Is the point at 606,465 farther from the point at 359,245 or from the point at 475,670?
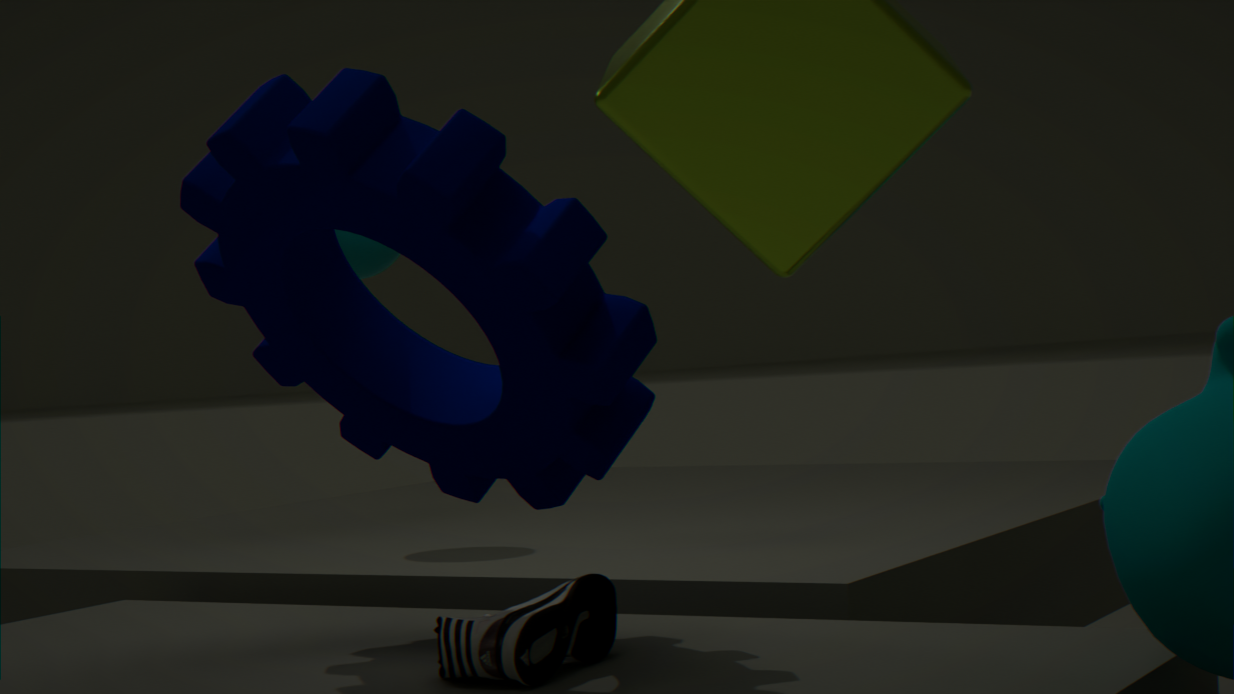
the point at 359,245
